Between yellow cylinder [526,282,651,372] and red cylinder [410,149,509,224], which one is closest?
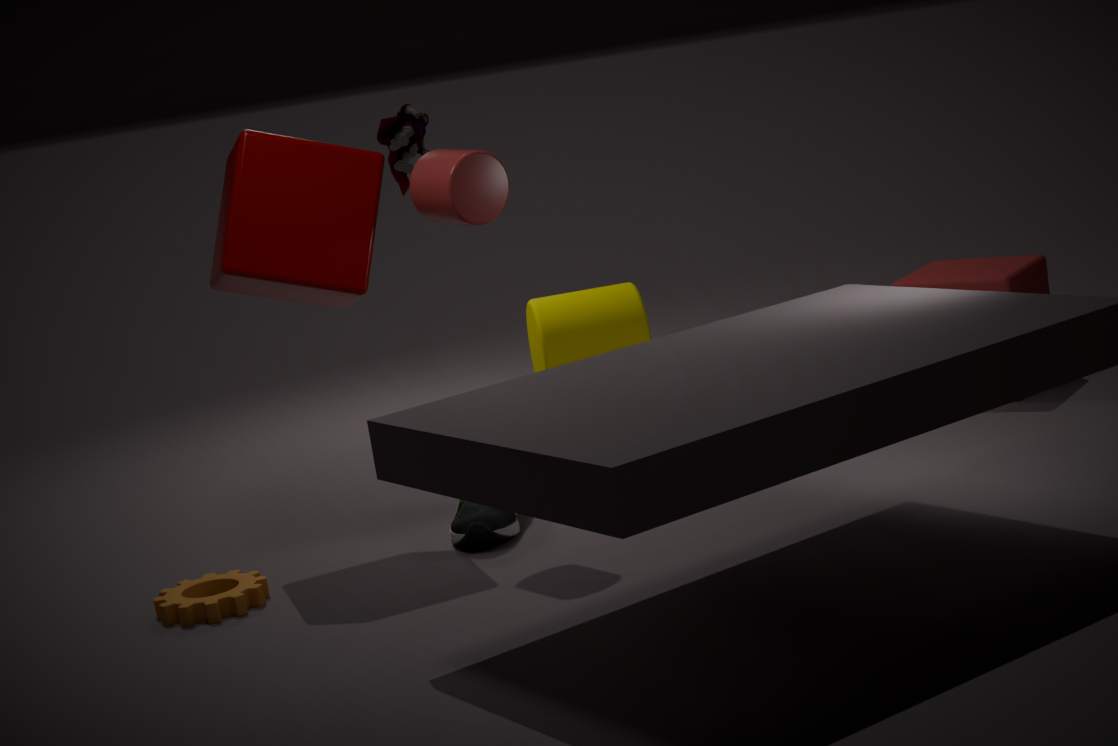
red cylinder [410,149,509,224]
